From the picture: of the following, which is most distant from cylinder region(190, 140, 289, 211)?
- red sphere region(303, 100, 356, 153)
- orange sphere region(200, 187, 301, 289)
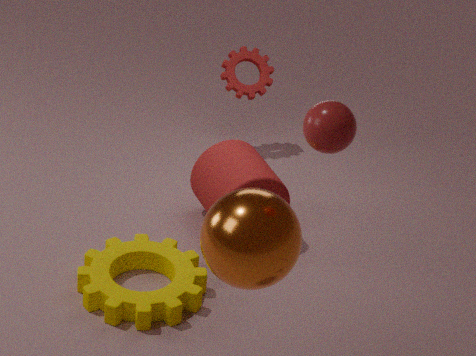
red sphere region(303, 100, 356, 153)
